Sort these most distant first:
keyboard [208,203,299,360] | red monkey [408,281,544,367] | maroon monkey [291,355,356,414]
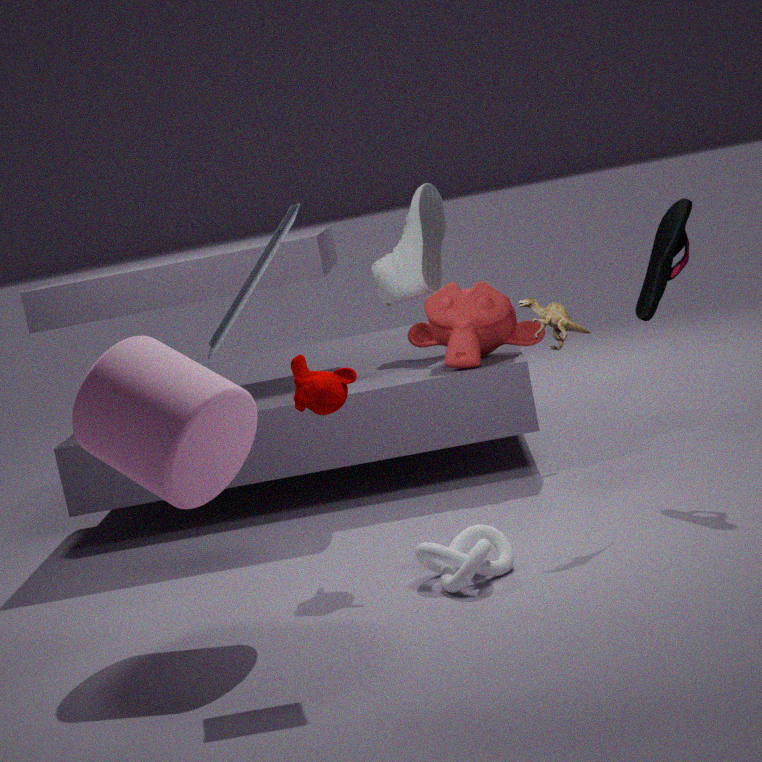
red monkey [408,281,544,367] < maroon monkey [291,355,356,414] < keyboard [208,203,299,360]
